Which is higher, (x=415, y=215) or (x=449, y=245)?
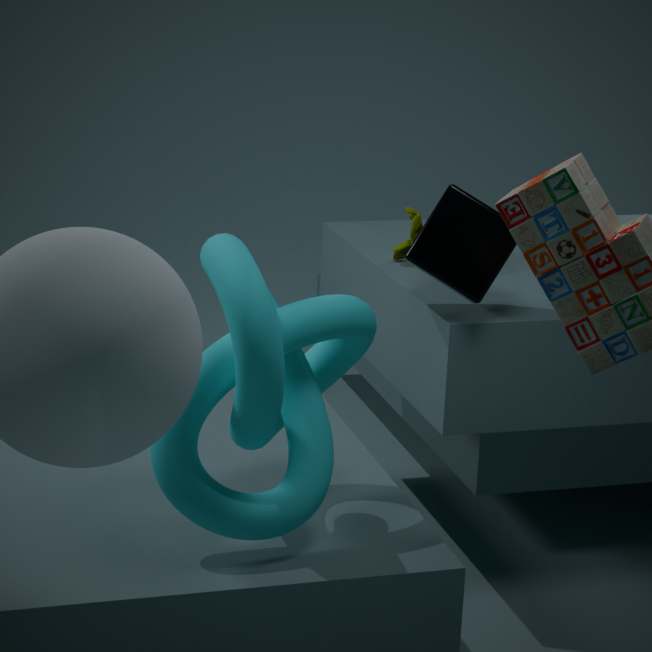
(x=449, y=245)
